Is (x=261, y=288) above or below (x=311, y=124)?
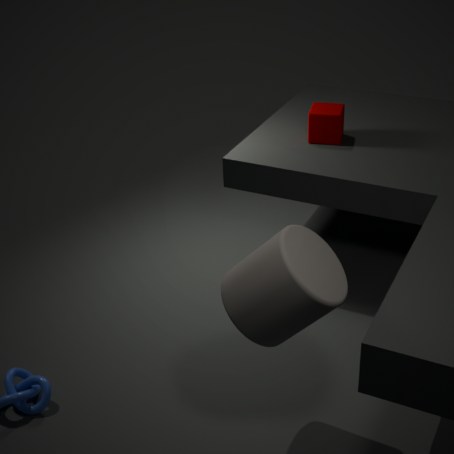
below
